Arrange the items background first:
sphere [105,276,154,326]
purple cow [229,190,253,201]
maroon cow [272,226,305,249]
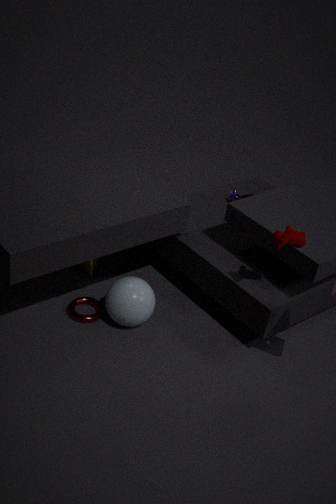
purple cow [229,190,253,201], sphere [105,276,154,326], maroon cow [272,226,305,249]
